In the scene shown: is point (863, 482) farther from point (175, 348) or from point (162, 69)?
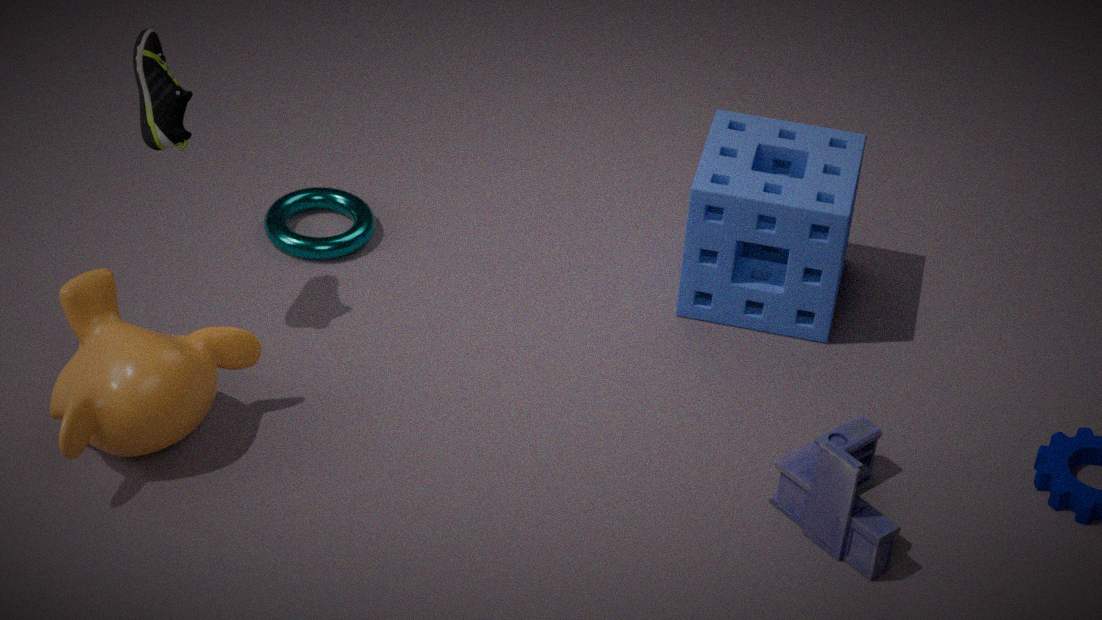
point (162, 69)
